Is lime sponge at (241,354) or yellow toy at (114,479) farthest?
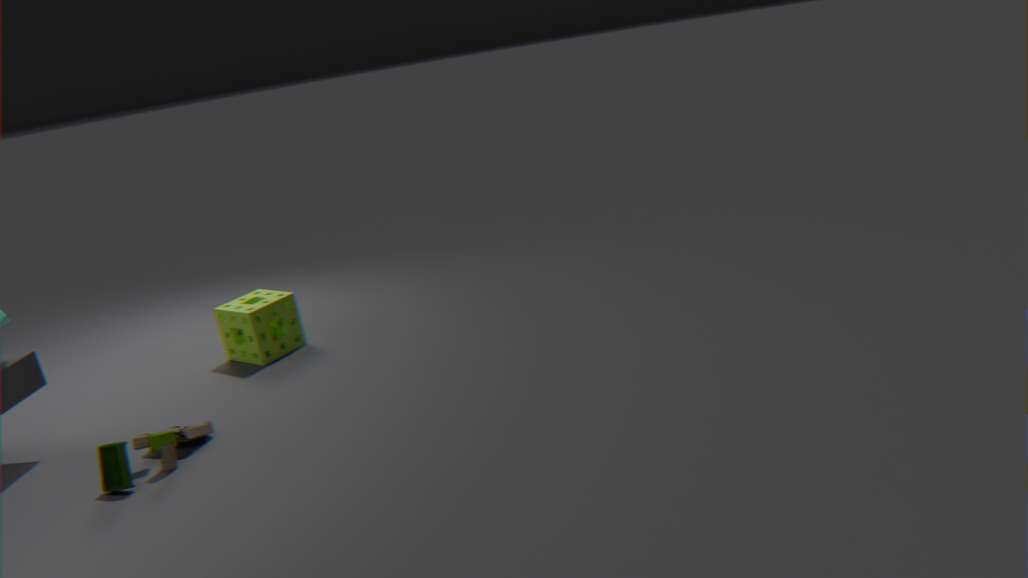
lime sponge at (241,354)
